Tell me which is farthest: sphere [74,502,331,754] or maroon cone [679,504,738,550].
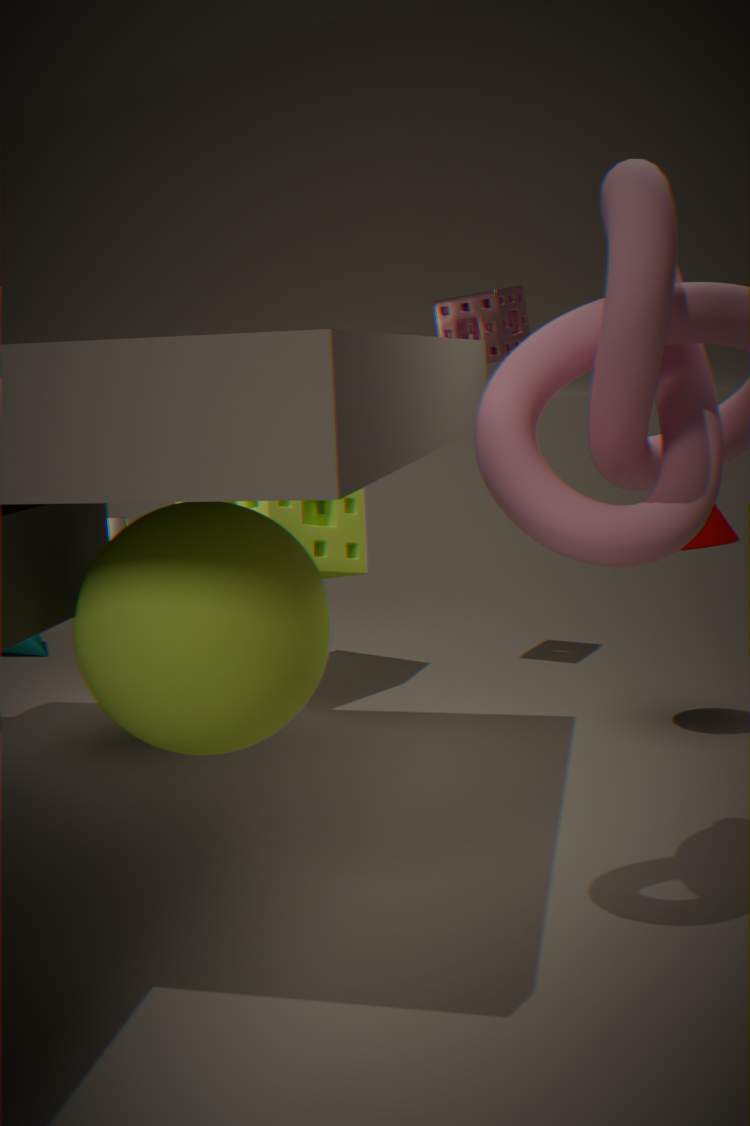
maroon cone [679,504,738,550]
